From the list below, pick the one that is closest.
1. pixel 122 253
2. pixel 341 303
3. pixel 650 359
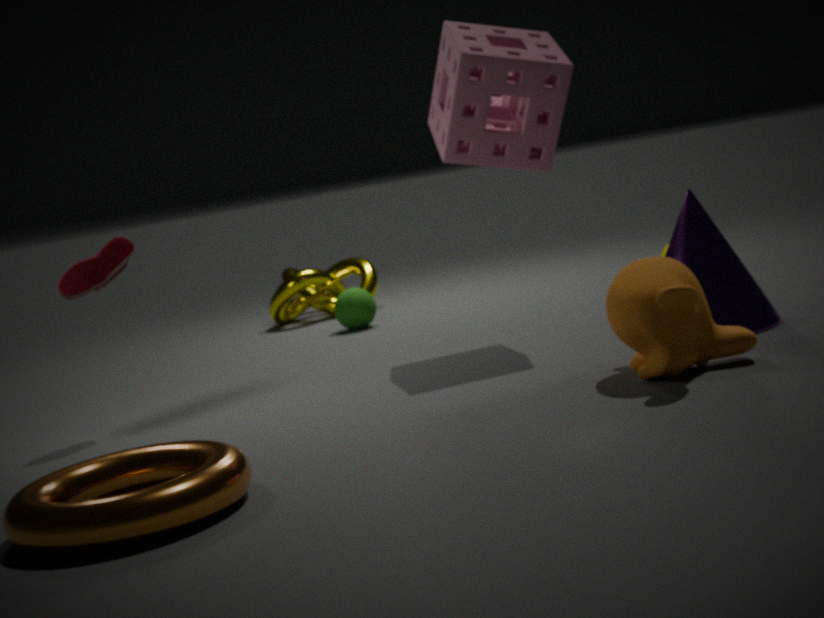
pixel 650 359
